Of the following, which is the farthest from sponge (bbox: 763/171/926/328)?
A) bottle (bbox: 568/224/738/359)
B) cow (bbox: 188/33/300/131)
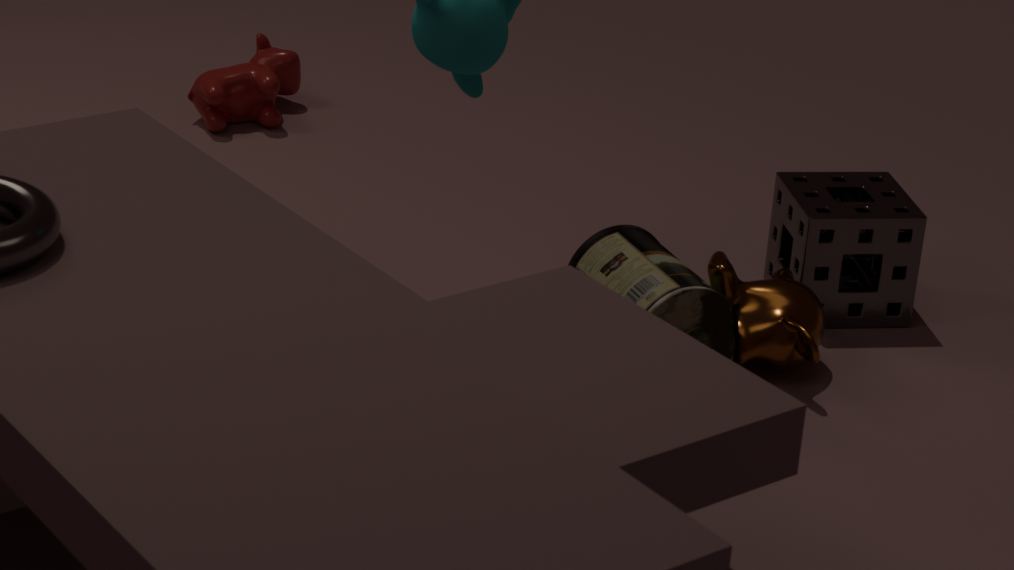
cow (bbox: 188/33/300/131)
